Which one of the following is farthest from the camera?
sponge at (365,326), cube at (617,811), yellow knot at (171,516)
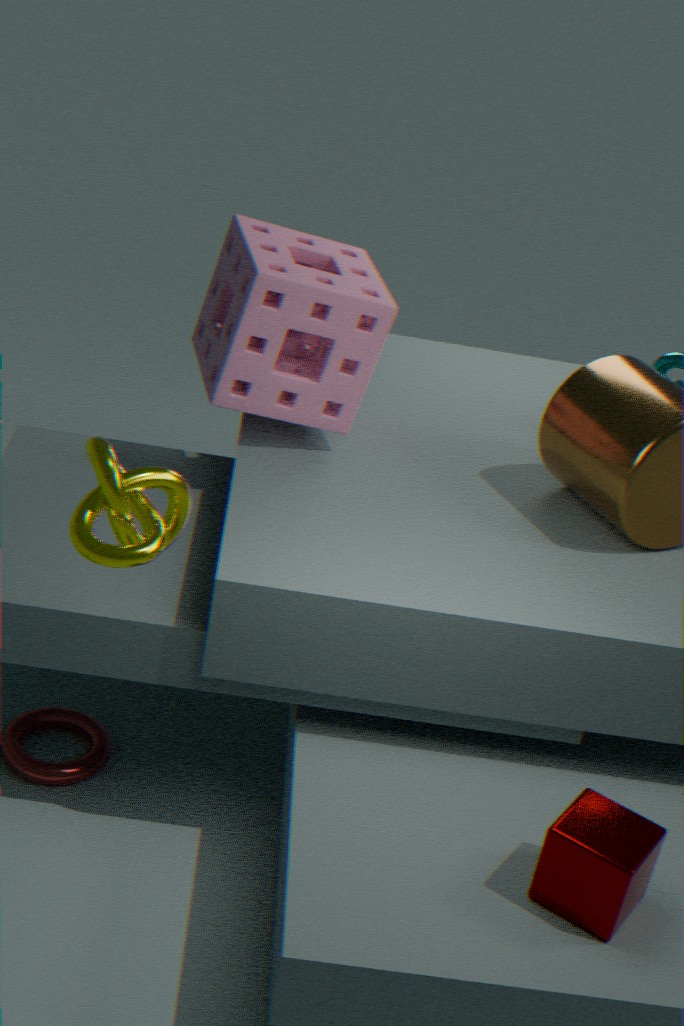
sponge at (365,326)
